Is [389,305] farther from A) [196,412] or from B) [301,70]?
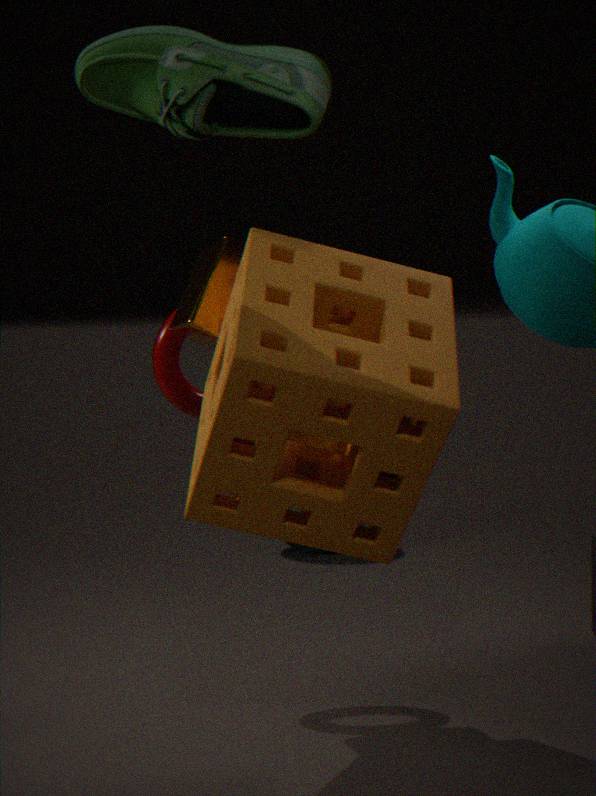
B) [301,70]
